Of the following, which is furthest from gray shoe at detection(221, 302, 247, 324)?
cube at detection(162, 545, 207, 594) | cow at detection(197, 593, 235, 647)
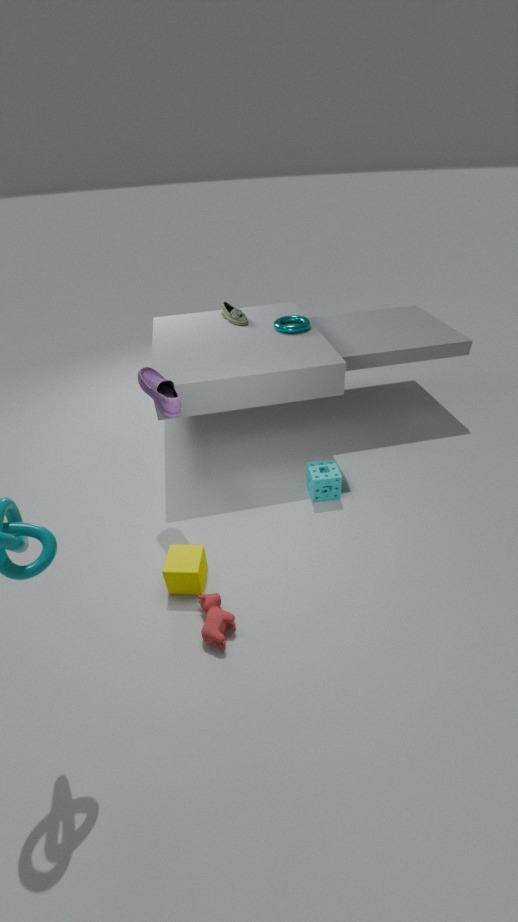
cow at detection(197, 593, 235, 647)
